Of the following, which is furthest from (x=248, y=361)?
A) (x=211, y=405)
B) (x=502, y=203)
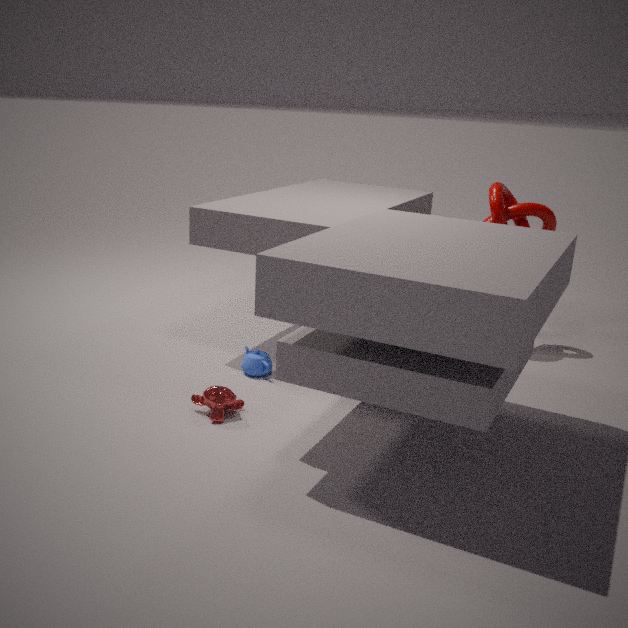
(x=502, y=203)
